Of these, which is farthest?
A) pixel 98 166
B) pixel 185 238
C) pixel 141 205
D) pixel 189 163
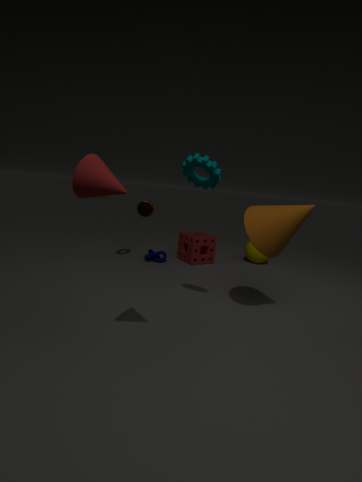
pixel 185 238
